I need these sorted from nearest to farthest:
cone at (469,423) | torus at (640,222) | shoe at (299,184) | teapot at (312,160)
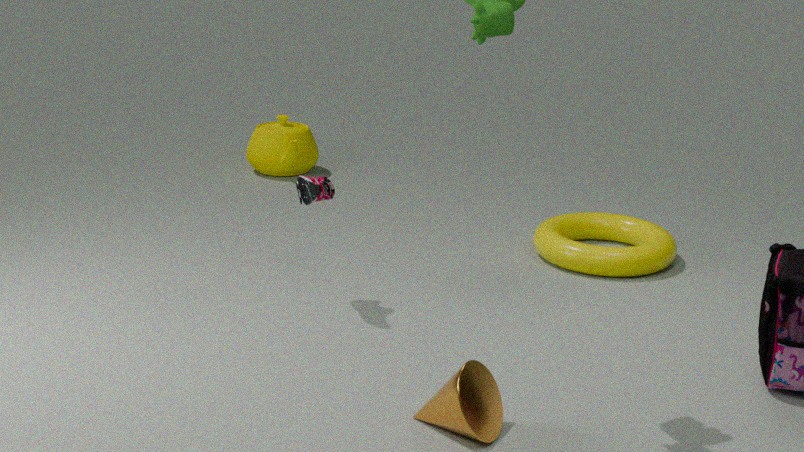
cone at (469,423) < shoe at (299,184) < torus at (640,222) < teapot at (312,160)
